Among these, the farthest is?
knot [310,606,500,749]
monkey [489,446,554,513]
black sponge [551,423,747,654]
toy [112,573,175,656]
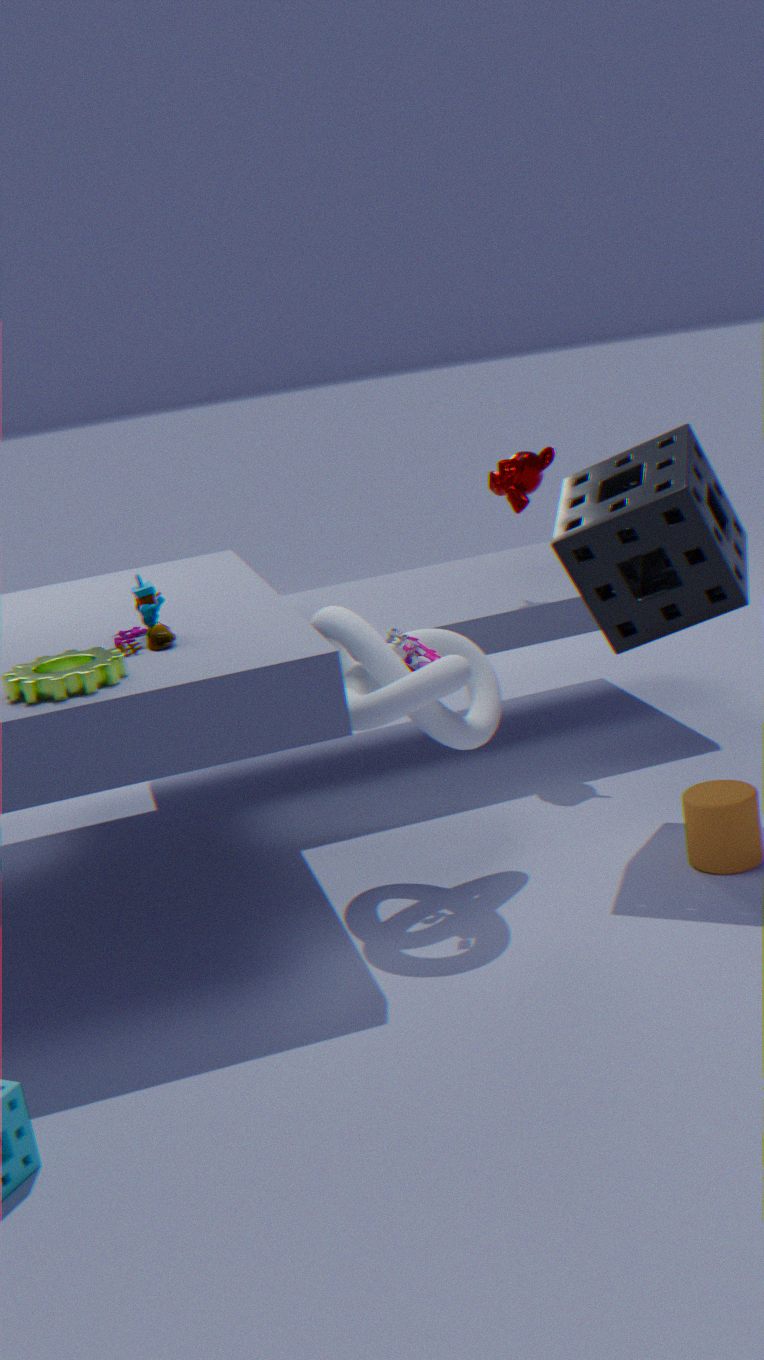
monkey [489,446,554,513]
